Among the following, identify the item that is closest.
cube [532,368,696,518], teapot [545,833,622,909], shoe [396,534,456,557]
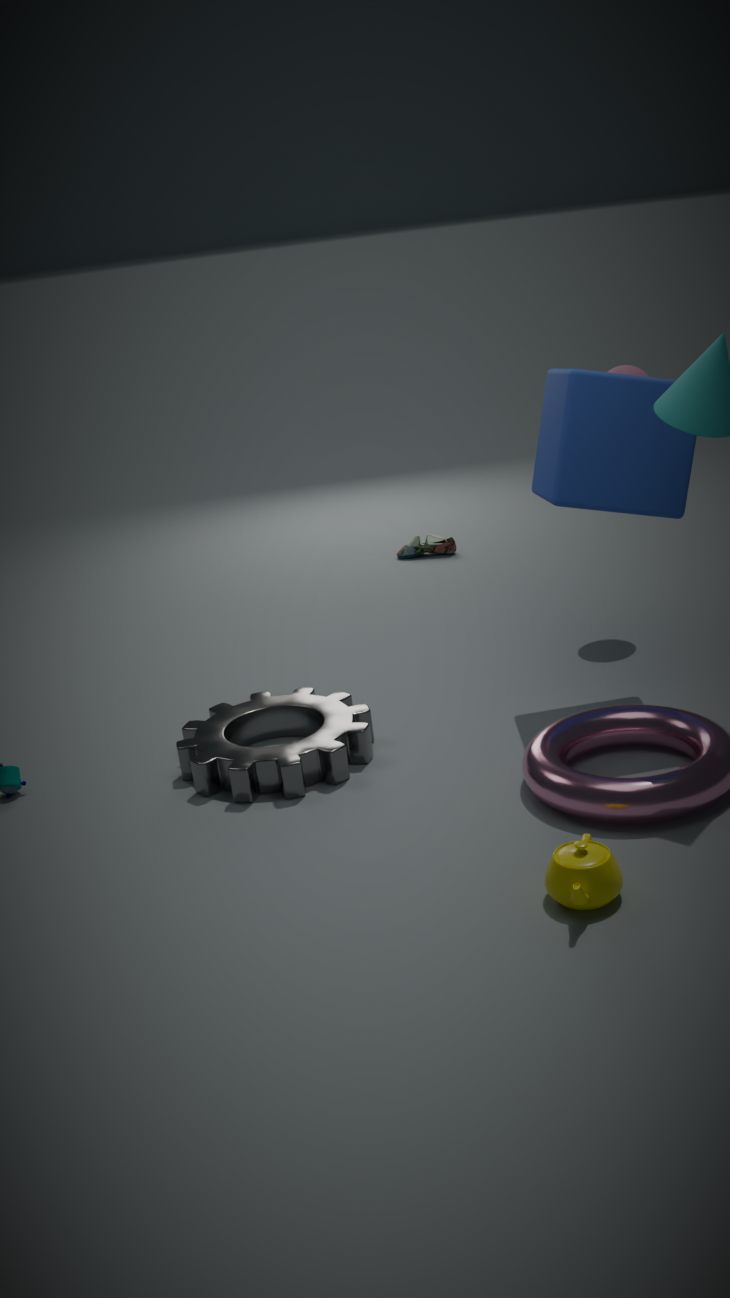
teapot [545,833,622,909]
